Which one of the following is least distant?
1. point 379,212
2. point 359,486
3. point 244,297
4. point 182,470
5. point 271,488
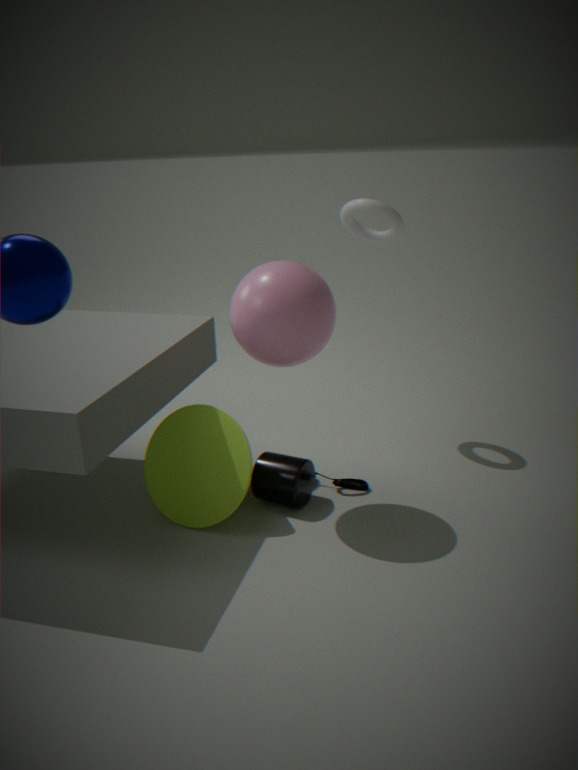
point 244,297
